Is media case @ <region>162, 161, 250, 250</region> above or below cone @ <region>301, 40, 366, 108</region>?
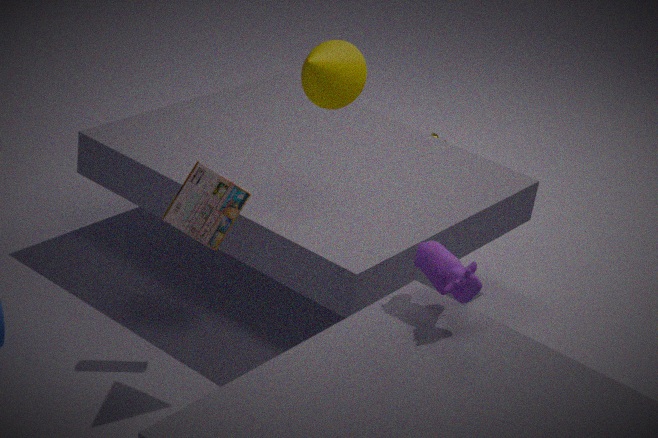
below
